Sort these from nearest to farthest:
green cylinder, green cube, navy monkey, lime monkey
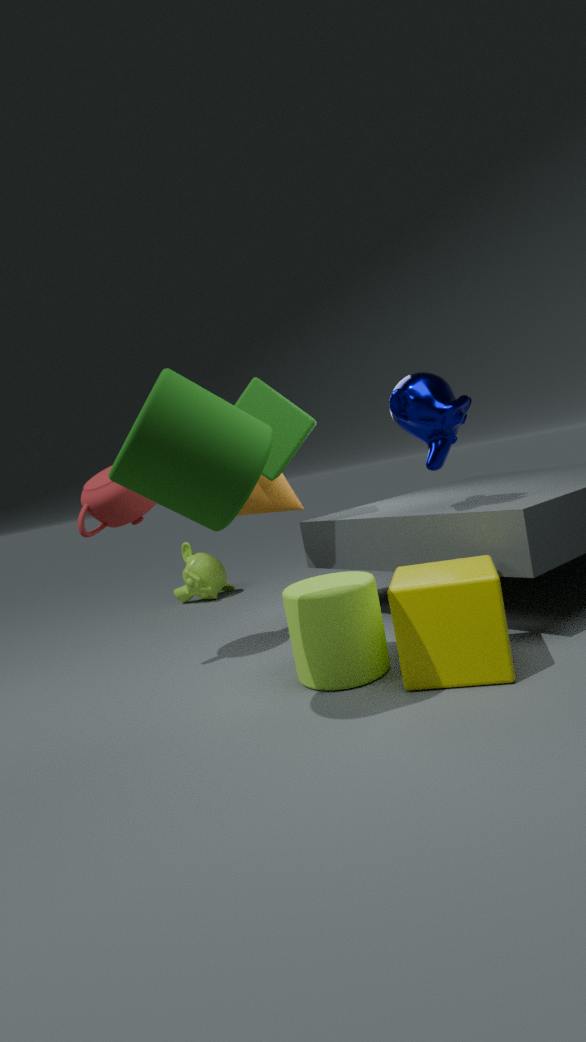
green cylinder < navy monkey < green cube < lime monkey
